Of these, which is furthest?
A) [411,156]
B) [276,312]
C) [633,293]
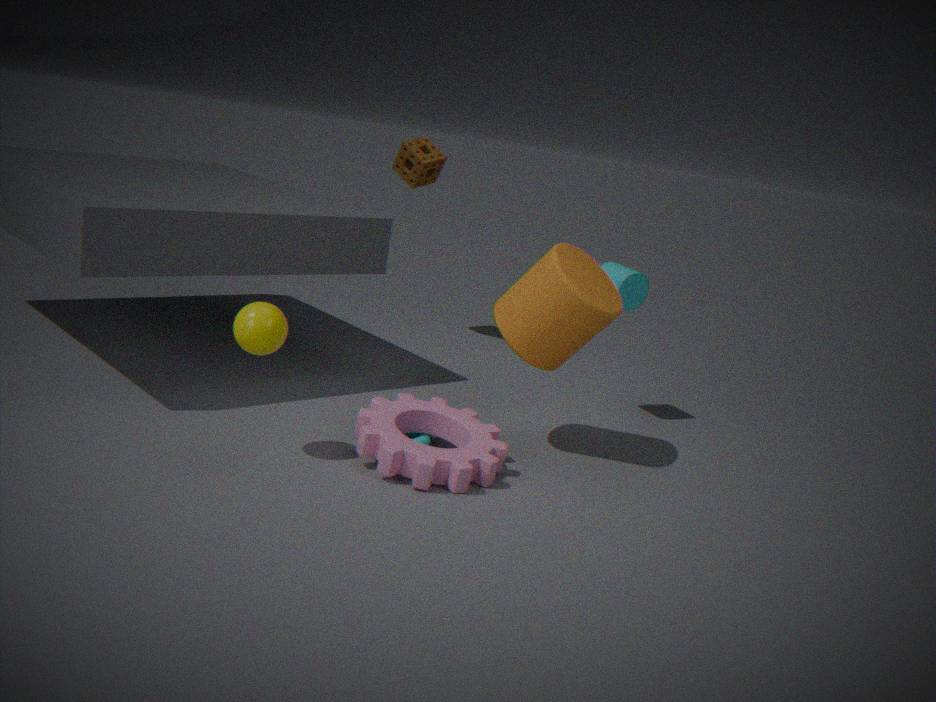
[411,156]
